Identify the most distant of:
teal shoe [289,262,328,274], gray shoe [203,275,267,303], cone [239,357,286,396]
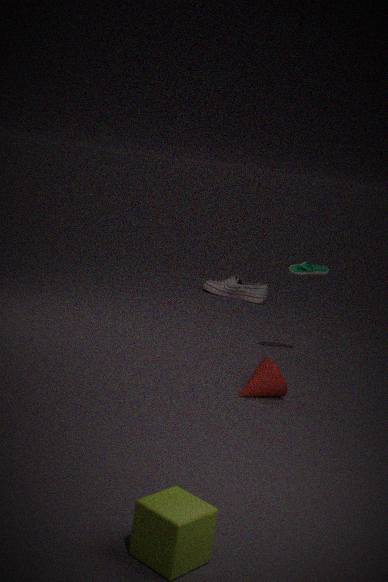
gray shoe [203,275,267,303]
